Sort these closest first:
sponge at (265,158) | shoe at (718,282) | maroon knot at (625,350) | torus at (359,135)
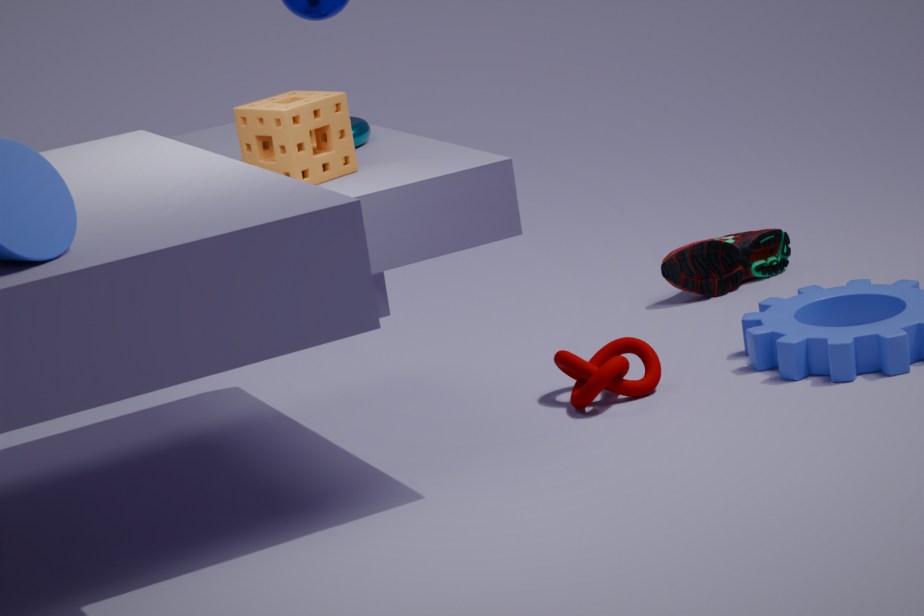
sponge at (265,158) → torus at (359,135) → maroon knot at (625,350) → shoe at (718,282)
